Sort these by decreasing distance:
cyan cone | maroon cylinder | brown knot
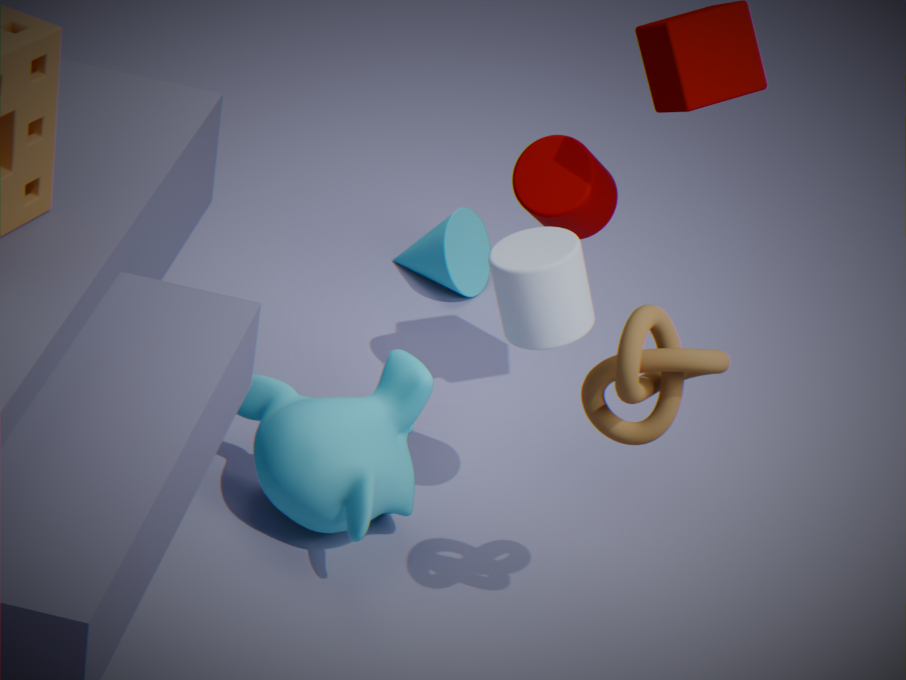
cyan cone, maroon cylinder, brown knot
